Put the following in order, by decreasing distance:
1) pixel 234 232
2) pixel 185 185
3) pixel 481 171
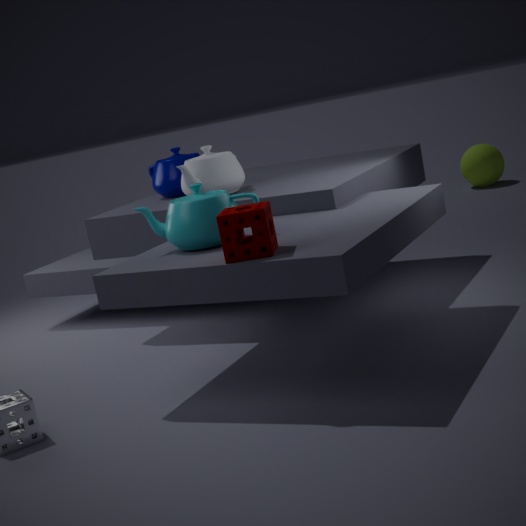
3. pixel 481 171, 2. pixel 185 185, 1. pixel 234 232
